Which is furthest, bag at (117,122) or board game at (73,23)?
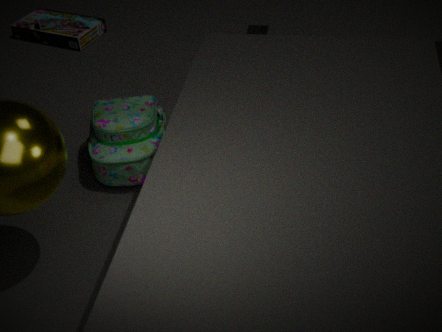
board game at (73,23)
